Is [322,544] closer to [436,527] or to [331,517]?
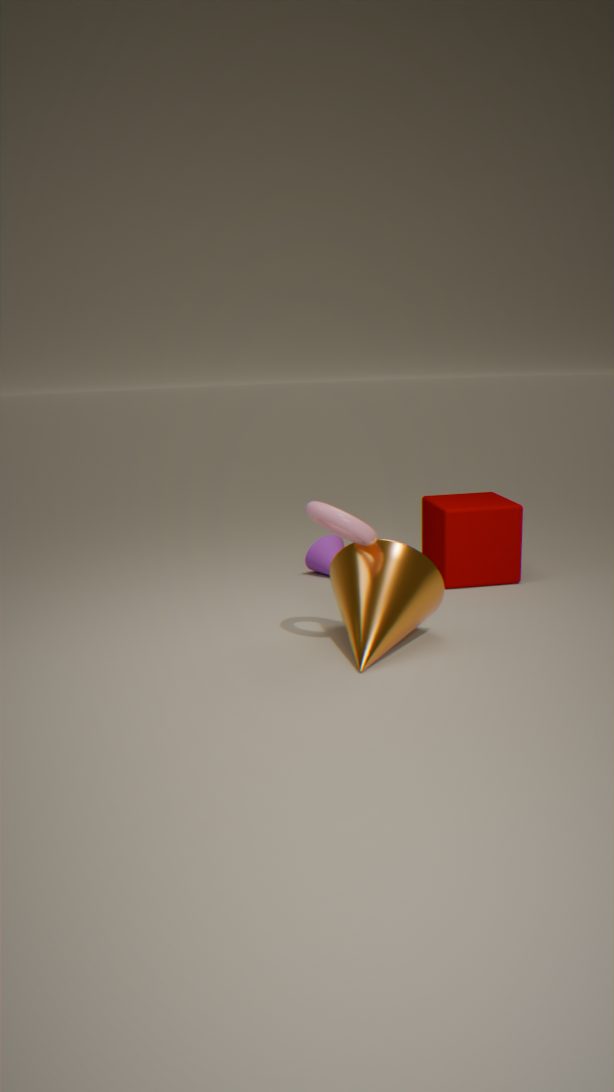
[436,527]
